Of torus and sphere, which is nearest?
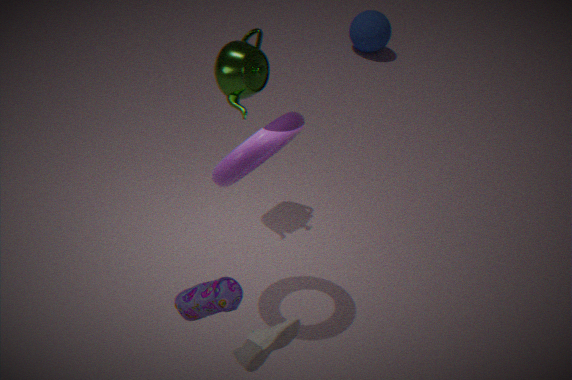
torus
